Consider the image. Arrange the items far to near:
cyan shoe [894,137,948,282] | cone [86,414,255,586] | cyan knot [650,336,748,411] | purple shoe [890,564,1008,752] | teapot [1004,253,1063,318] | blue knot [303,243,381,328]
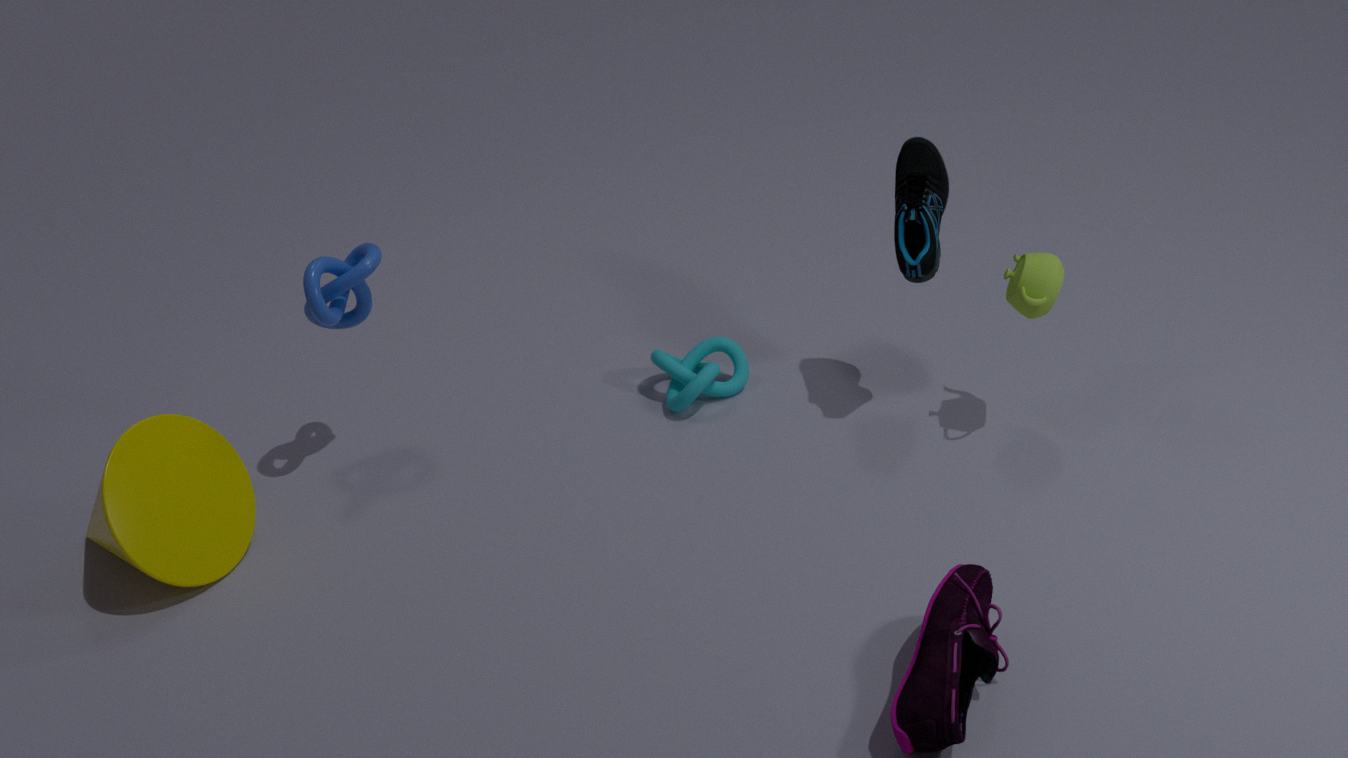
cyan knot [650,336,748,411] → blue knot [303,243,381,328] → cyan shoe [894,137,948,282] → teapot [1004,253,1063,318] → cone [86,414,255,586] → purple shoe [890,564,1008,752]
